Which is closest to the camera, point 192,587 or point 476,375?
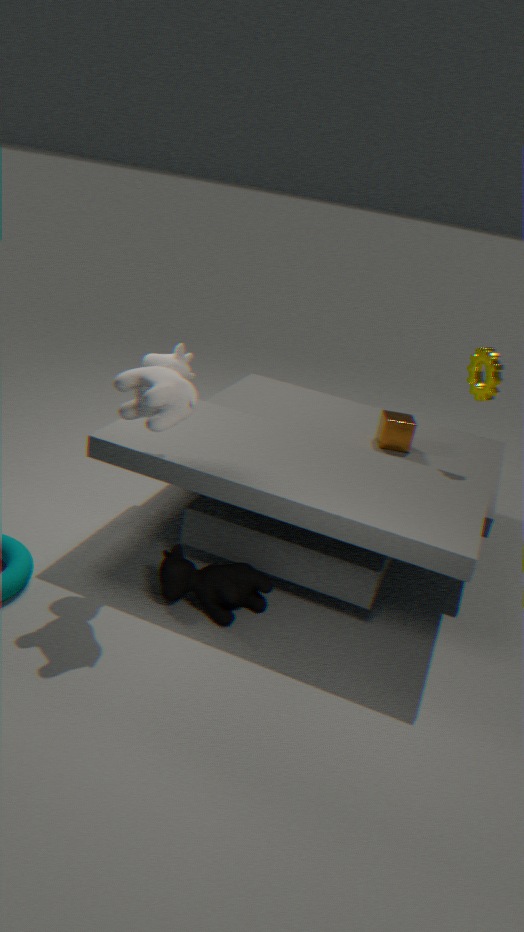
point 192,587
